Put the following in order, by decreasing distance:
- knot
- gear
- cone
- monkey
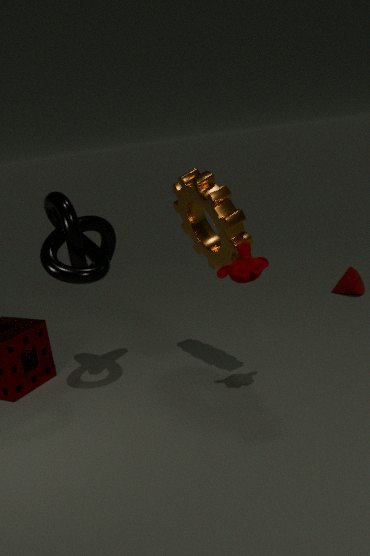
1. cone
2. knot
3. gear
4. monkey
